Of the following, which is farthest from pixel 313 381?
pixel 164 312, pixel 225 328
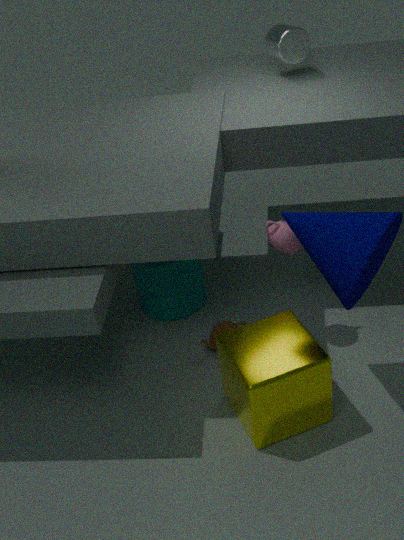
pixel 164 312
